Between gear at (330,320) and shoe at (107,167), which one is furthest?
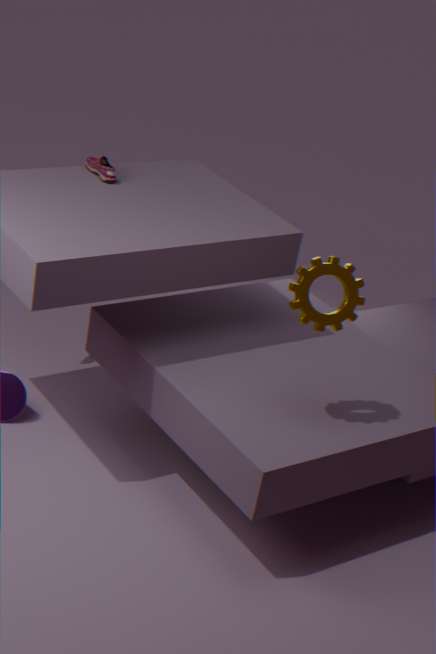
shoe at (107,167)
